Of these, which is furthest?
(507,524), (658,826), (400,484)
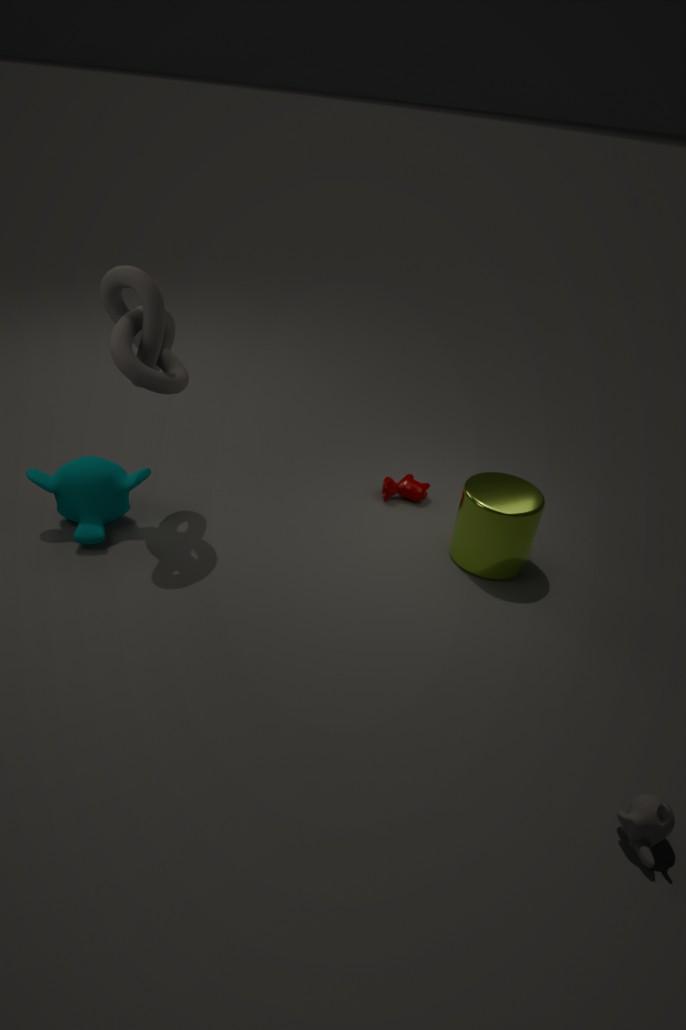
(400,484)
